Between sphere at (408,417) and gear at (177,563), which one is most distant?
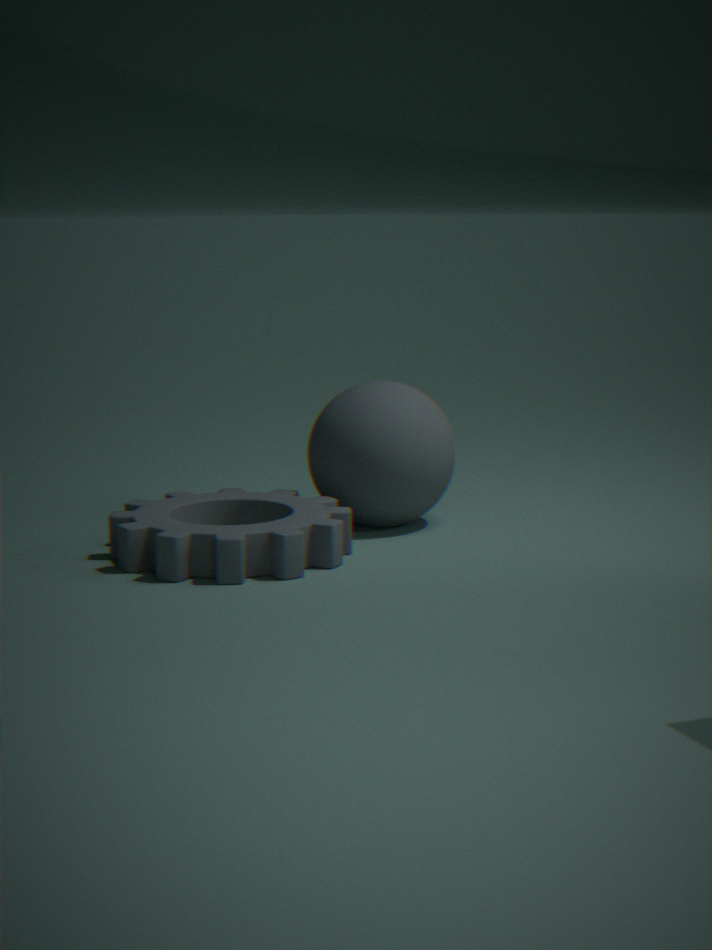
sphere at (408,417)
